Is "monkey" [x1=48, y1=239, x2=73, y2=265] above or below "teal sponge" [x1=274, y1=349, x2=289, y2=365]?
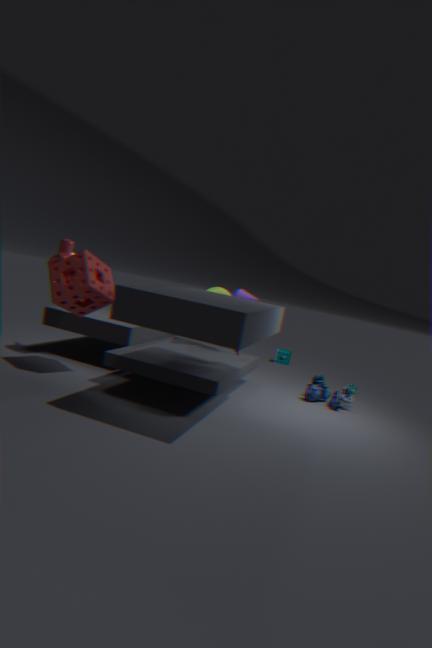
above
